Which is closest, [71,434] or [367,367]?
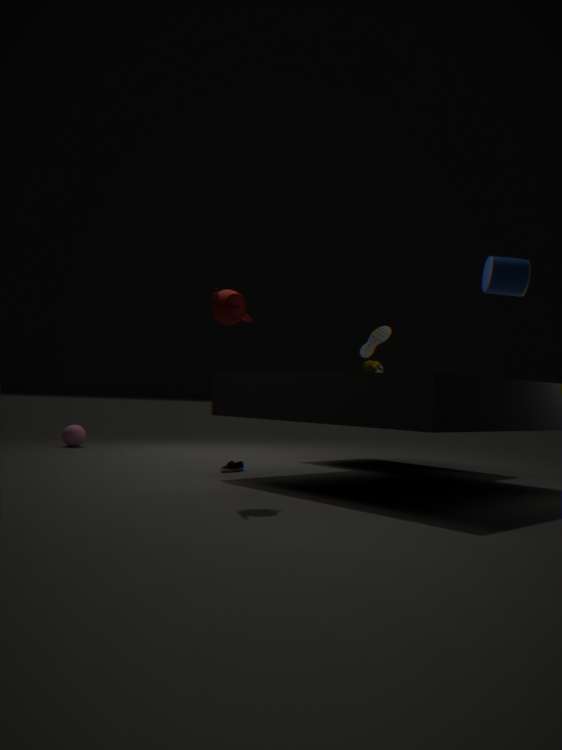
[367,367]
